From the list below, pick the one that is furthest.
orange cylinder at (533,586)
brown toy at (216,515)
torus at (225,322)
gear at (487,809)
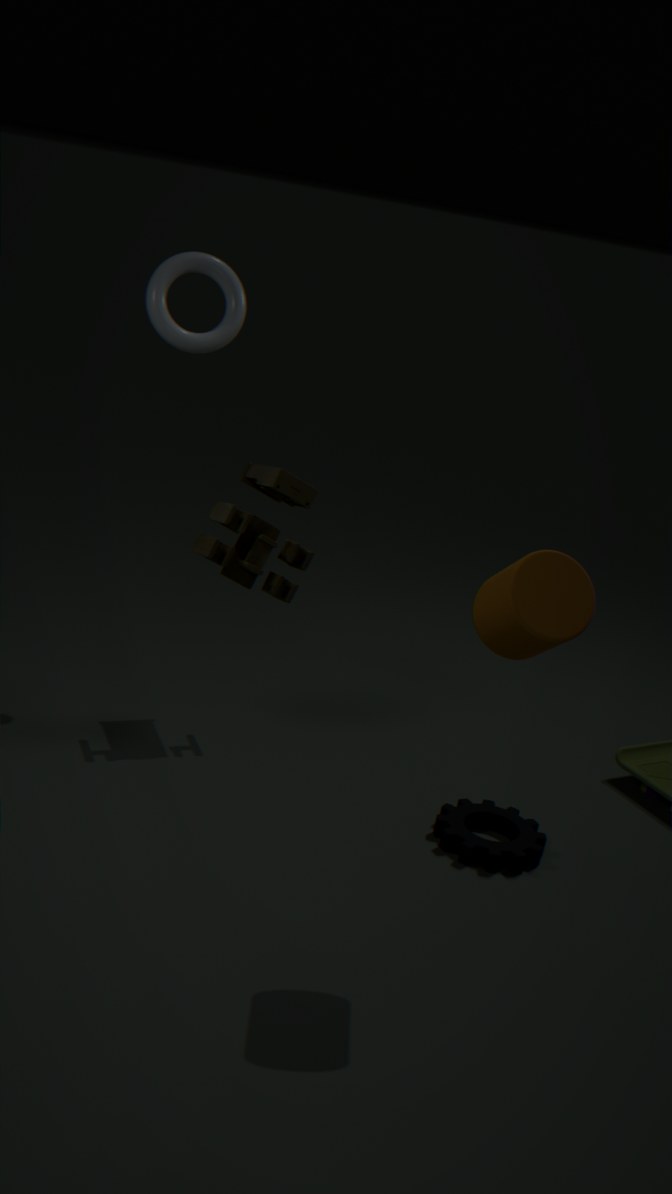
torus at (225,322)
